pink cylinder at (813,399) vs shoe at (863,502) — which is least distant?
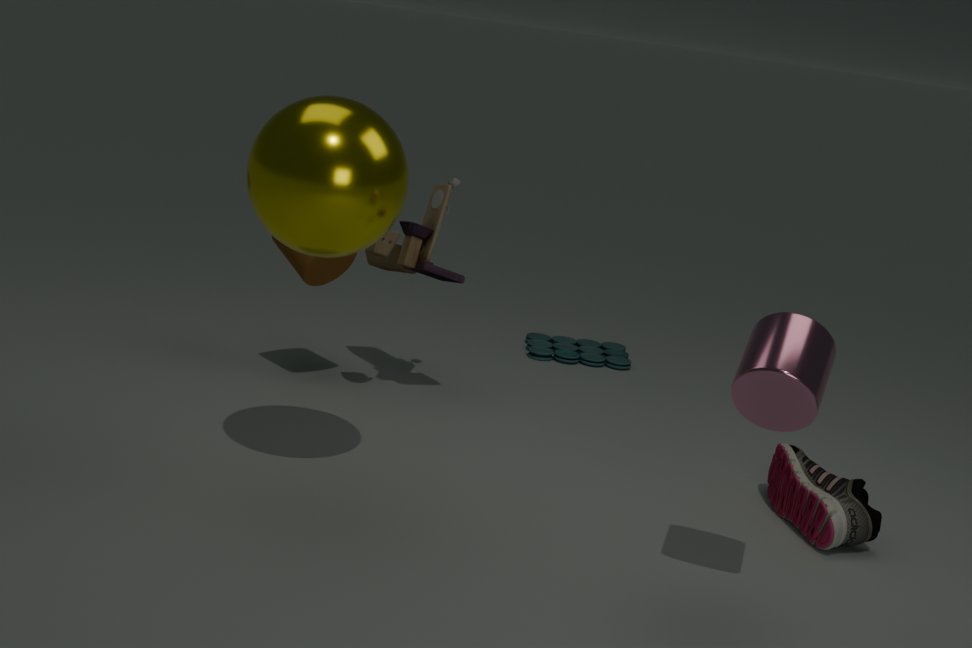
pink cylinder at (813,399)
